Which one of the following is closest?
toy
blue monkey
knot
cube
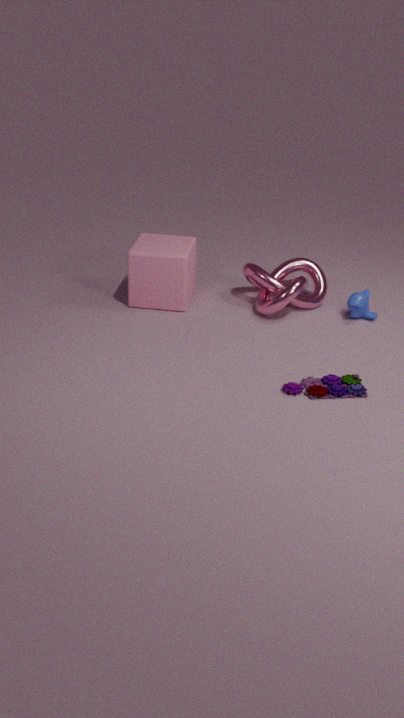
toy
